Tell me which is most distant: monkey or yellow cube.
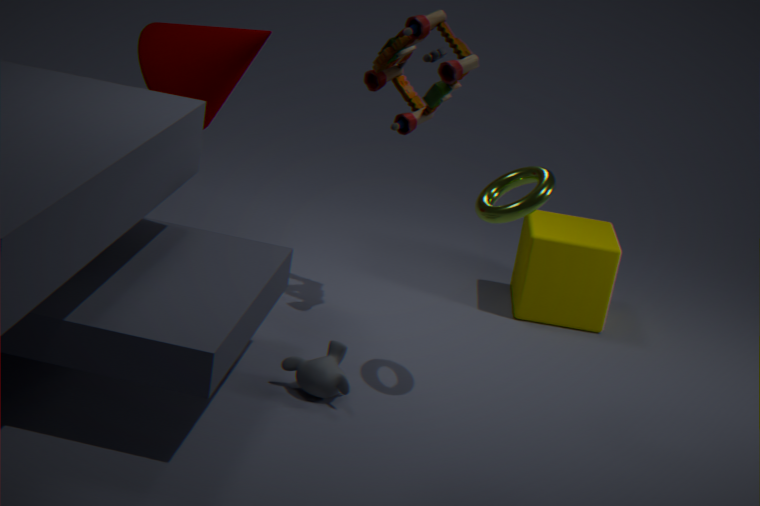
yellow cube
